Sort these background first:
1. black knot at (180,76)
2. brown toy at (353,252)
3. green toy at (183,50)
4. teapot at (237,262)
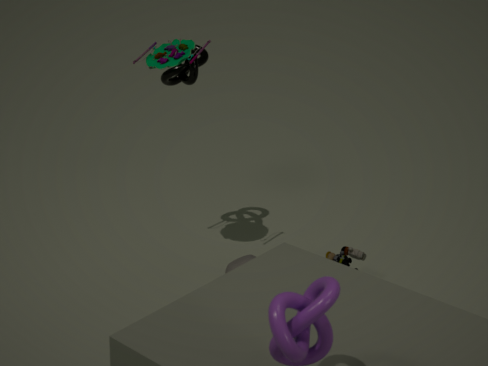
black knot at (180,76) < teapot at (237,262) < brown toy at (353,252) < green toy at (183,50)
